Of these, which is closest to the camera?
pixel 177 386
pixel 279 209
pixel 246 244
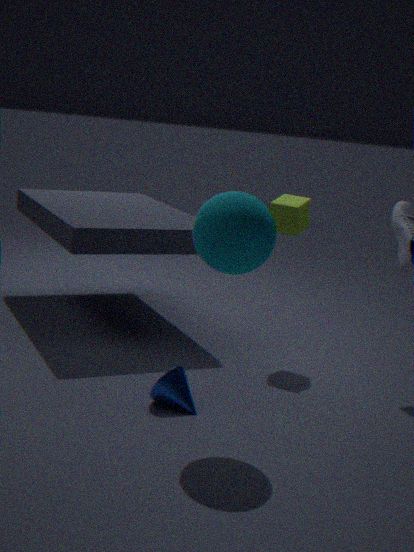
pixel 246 244
